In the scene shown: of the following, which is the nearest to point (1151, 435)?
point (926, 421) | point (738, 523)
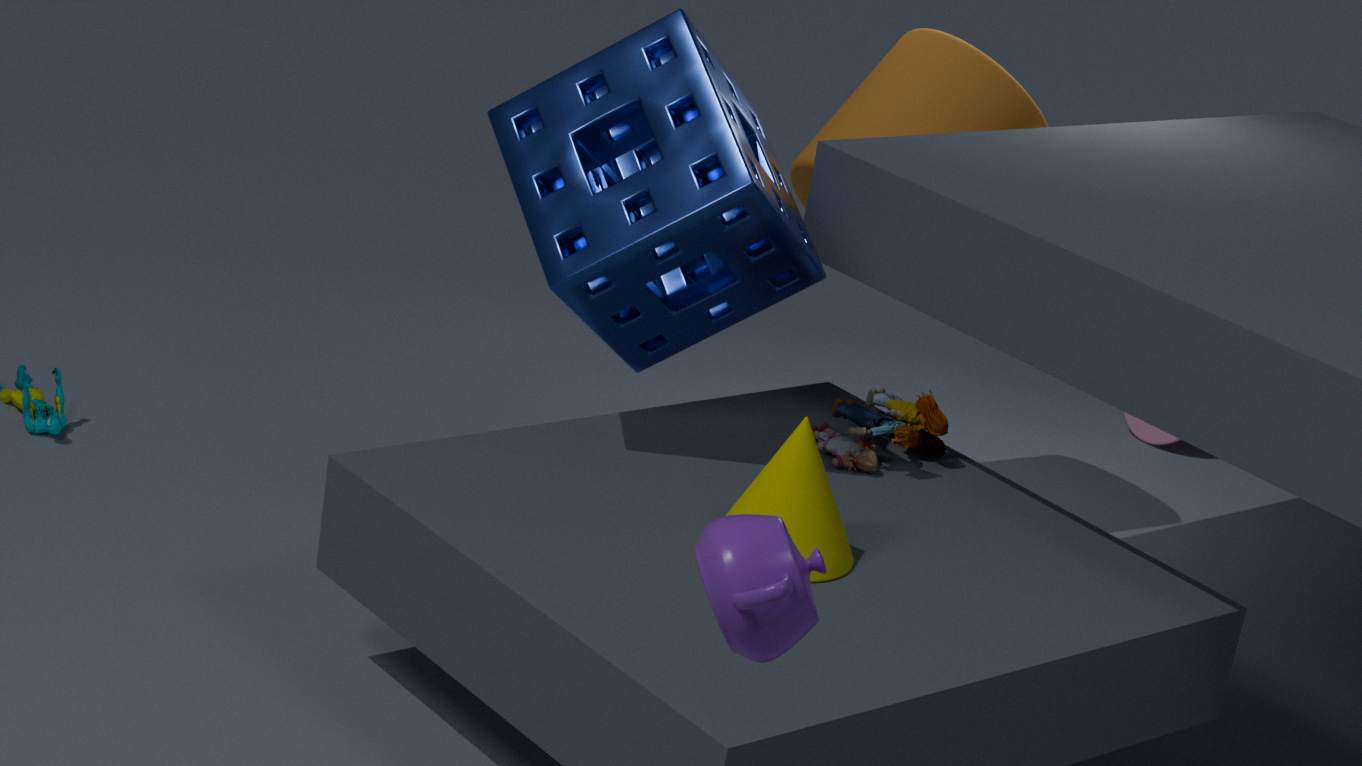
point (926, 421)
